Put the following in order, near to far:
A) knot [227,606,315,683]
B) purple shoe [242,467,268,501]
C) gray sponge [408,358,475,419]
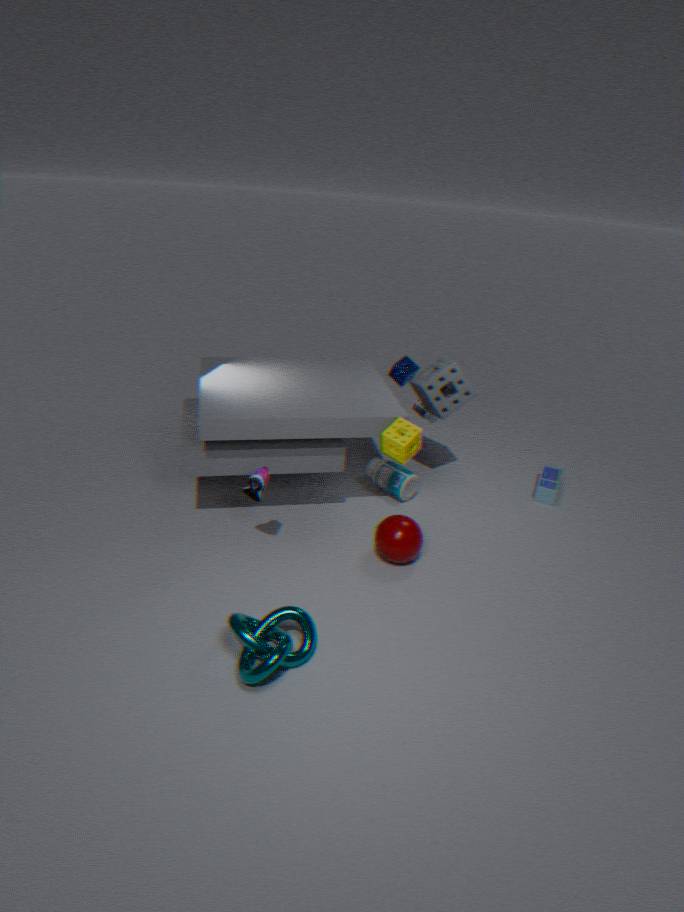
knot [227,606,315,683] < purple shoe [242,467,268,501] < gray sponge [408,358,475,419]
